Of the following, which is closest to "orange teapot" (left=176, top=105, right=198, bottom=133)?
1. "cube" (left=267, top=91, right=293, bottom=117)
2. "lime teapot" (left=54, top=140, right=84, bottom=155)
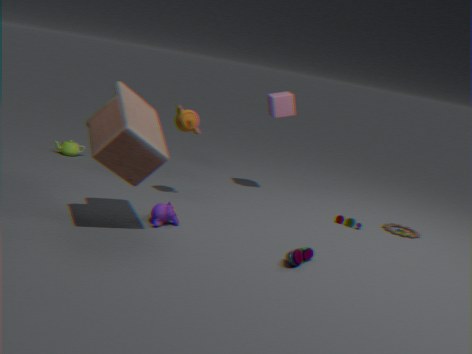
"cube" (left=267, top=91, right=293, bottom=117)
